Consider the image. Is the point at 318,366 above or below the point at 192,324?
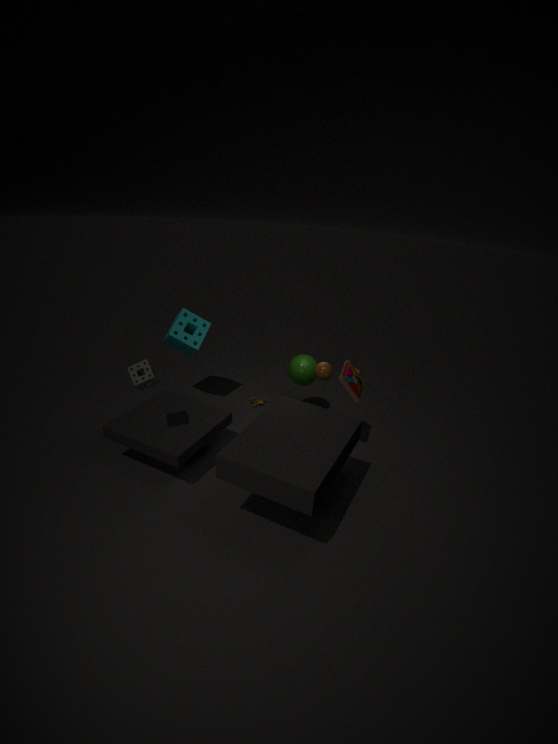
above
